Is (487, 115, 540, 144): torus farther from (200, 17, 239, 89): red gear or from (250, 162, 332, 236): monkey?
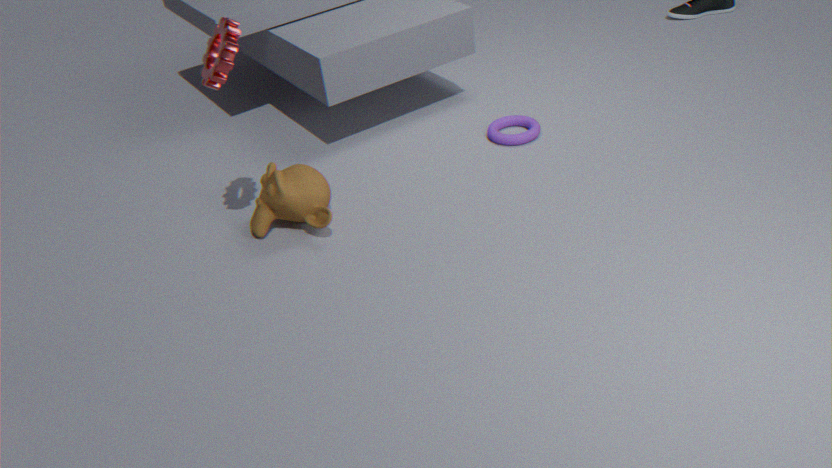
(200, 17, 239, 89): red gear
